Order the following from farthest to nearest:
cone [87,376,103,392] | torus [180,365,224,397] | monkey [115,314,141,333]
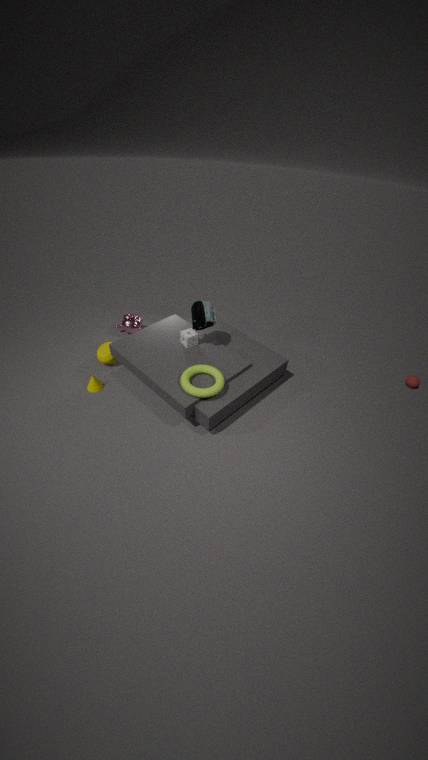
1. monkey [115,314,141,333]
2. cone [87,376,103,392]
3. torus [180,365,224,397]
